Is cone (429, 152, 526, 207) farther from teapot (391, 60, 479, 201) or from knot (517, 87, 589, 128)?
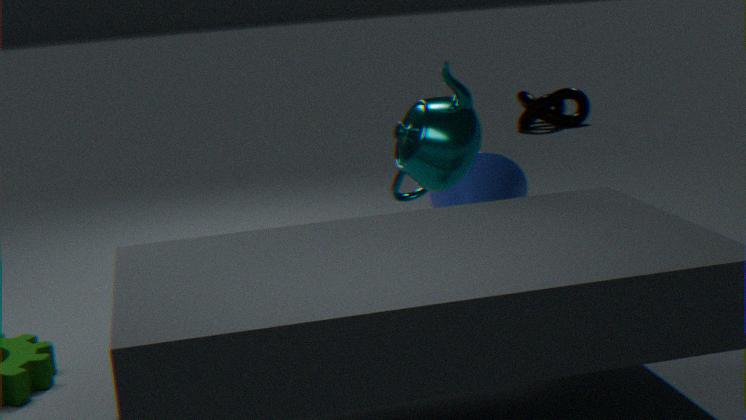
knot (517, 87, 589, 128)
